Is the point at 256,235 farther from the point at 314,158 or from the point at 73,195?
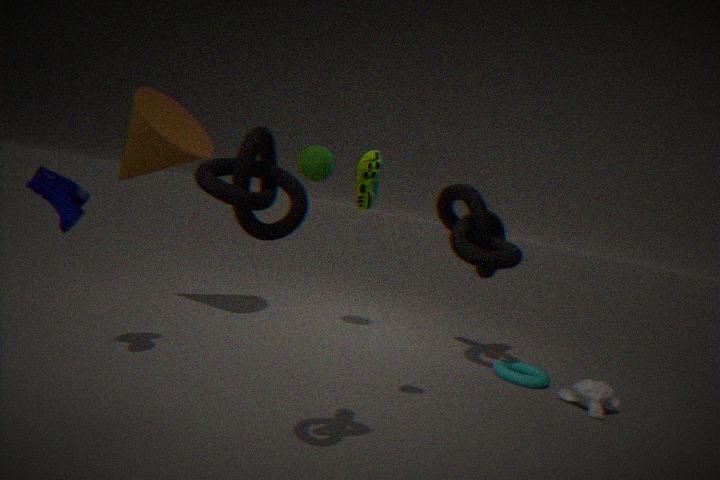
the point at 314,158
